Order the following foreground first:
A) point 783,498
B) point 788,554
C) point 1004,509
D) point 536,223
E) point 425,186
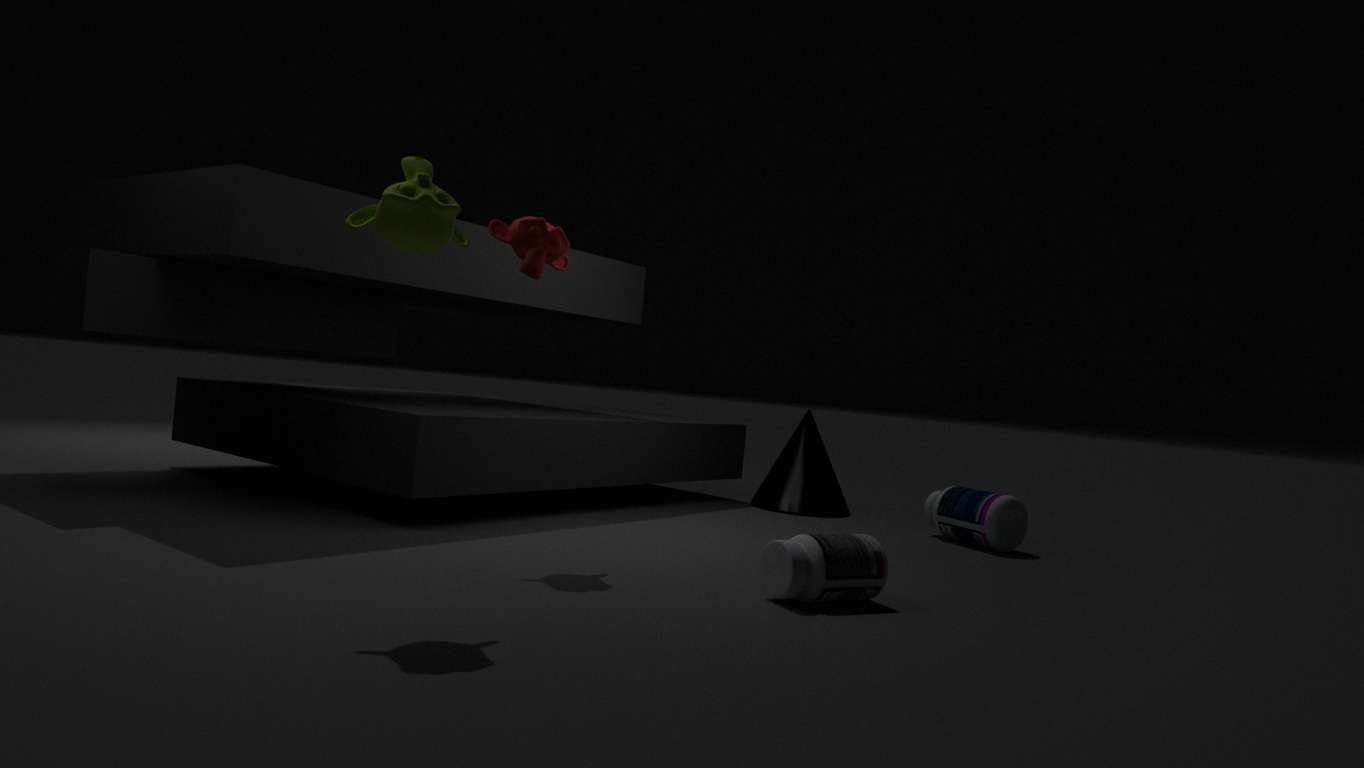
point 425,186 → point 788,554 → point 536,223 → point 1004,509 → point 783,498
